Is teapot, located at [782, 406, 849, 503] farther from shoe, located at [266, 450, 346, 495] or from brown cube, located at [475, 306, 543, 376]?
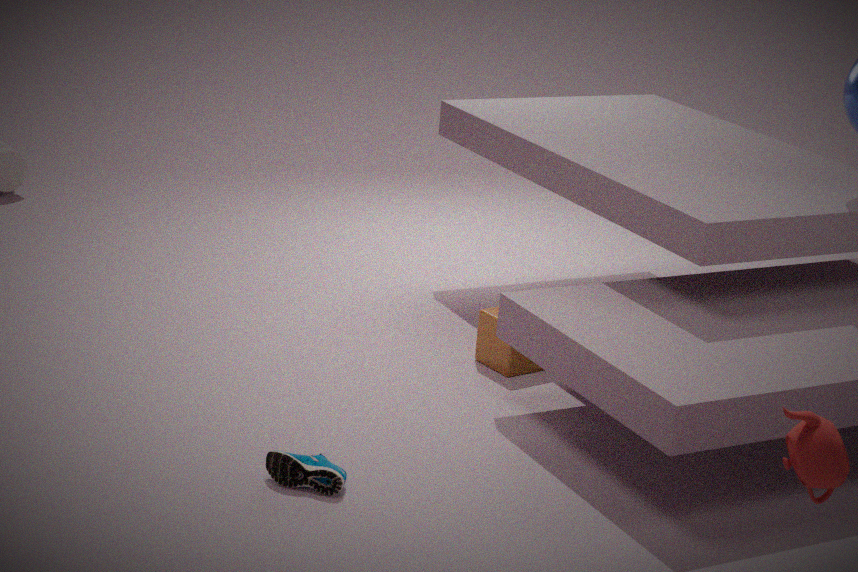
brown cube, located at [475, 306, 543, 376]
